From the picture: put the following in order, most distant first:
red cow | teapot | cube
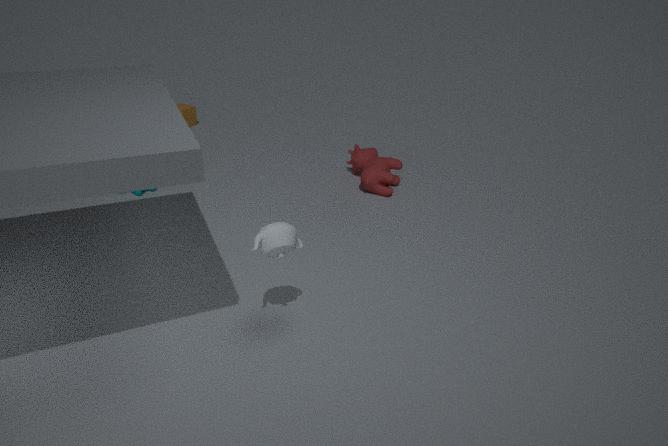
cube < red cow < teapot
